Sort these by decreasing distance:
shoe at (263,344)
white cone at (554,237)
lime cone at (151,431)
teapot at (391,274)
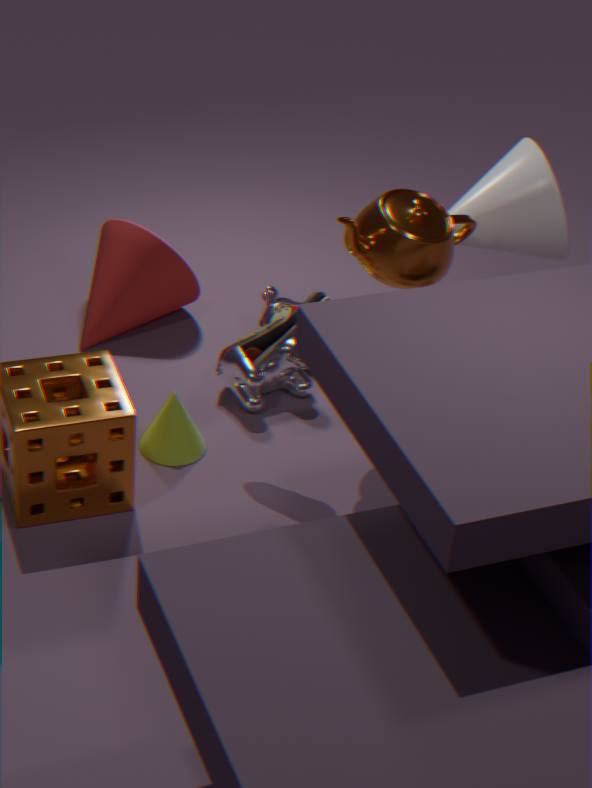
white cone at (554,237)
lime cone at (151,431)
shoe at (263,344)
teapot at (391,274)
